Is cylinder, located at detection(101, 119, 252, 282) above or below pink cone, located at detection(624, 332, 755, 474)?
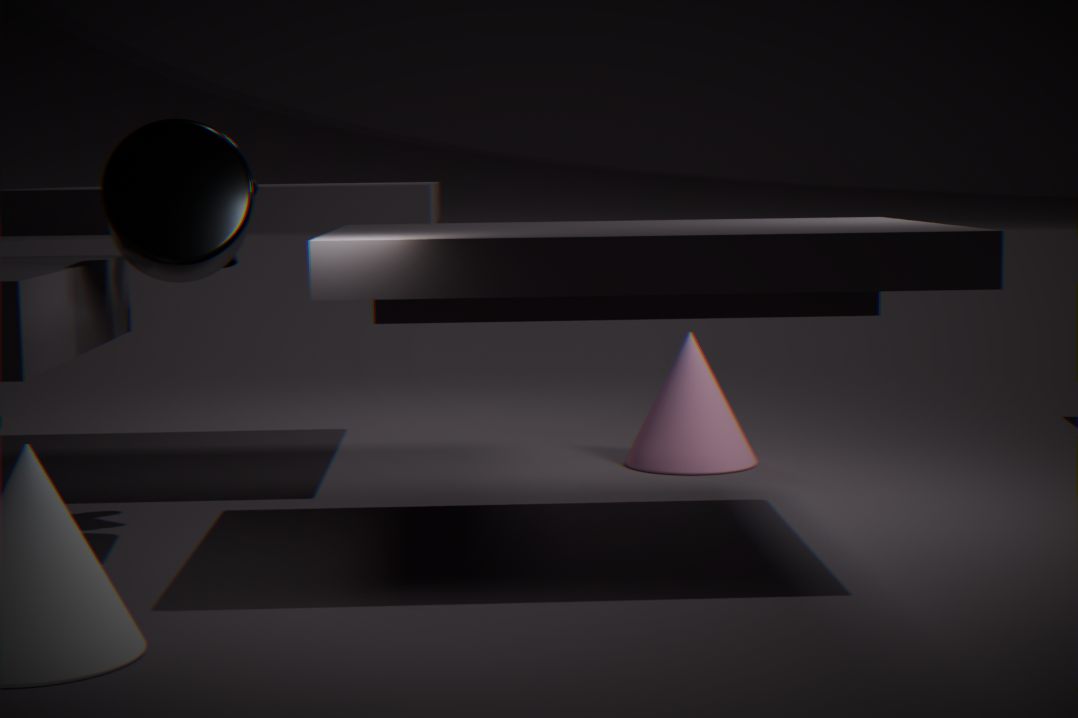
above
